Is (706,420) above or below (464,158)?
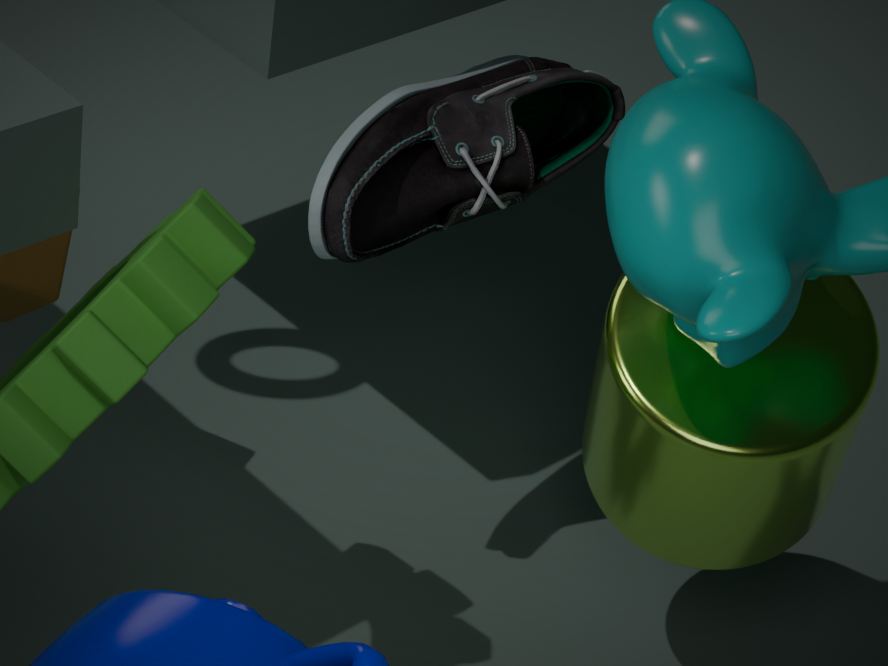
below
